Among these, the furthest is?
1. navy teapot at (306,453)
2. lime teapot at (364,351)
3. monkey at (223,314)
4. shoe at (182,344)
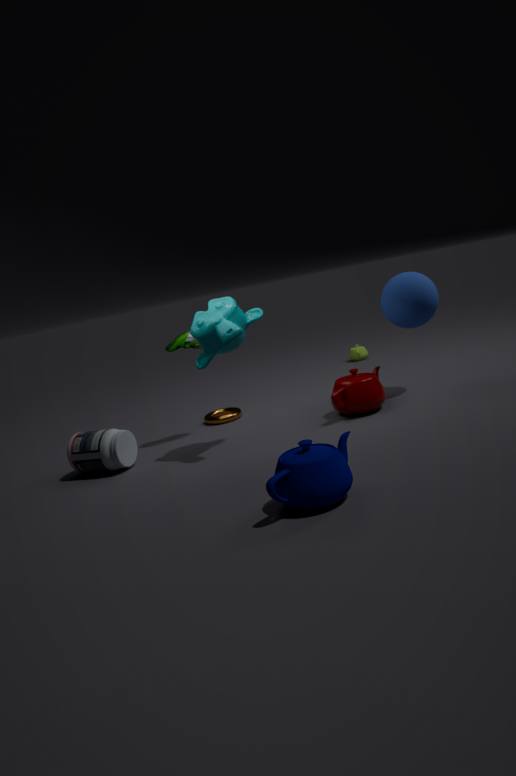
lime teapot at (364,351)
